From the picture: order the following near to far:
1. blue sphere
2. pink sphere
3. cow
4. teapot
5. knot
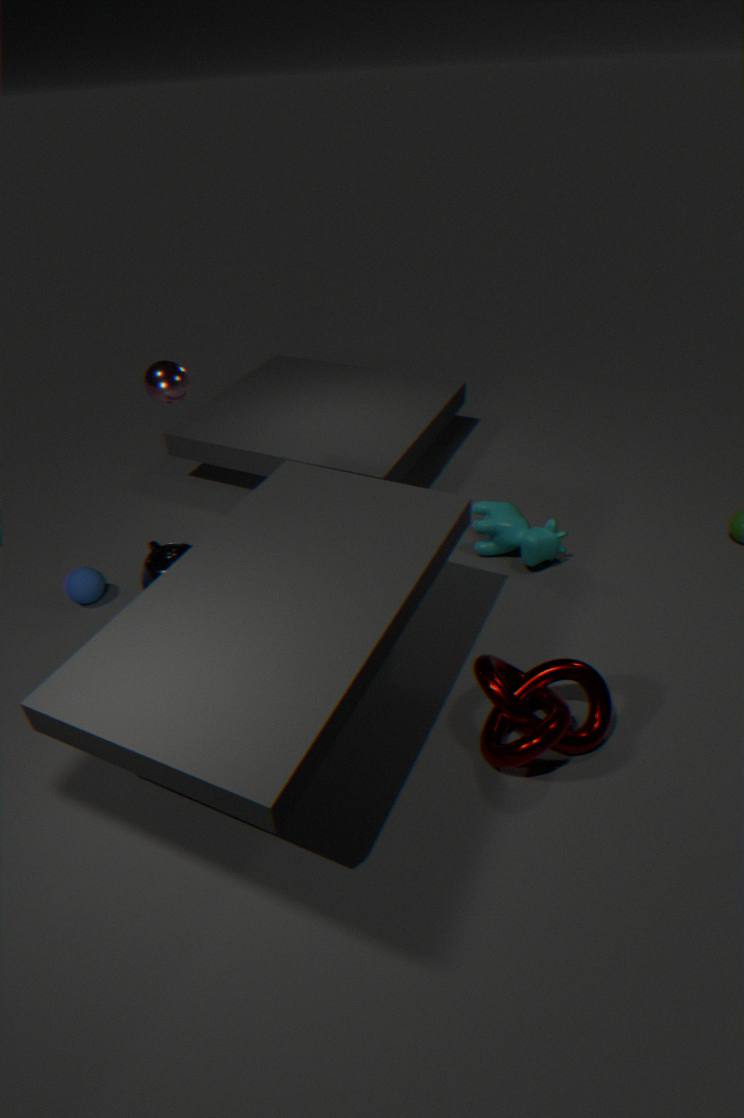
1. knot
2. pink sphere
3. teapot
4. blue sphere
5. cow
